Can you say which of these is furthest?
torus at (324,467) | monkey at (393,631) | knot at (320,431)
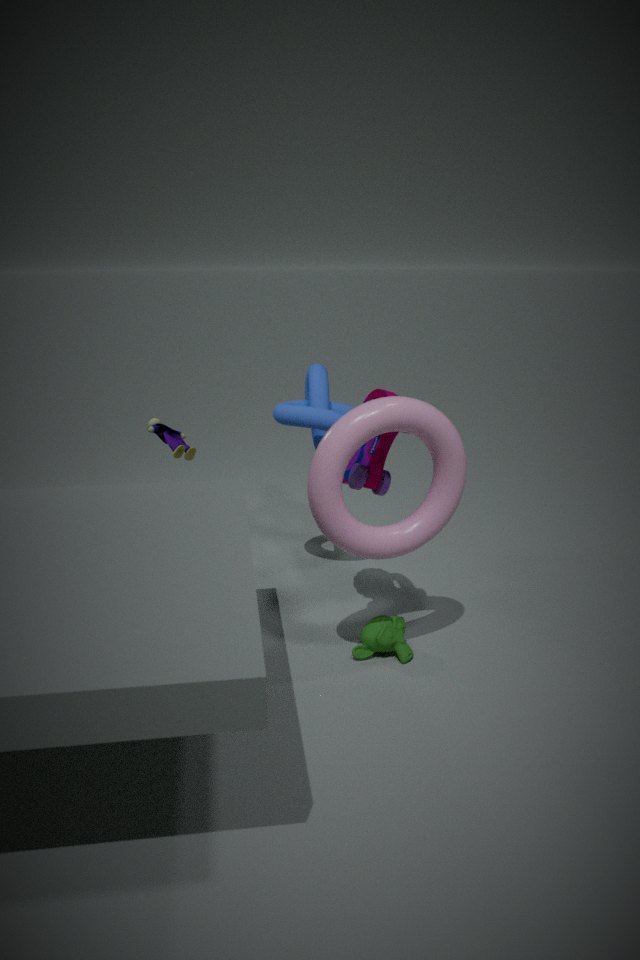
knot at (320,431)
